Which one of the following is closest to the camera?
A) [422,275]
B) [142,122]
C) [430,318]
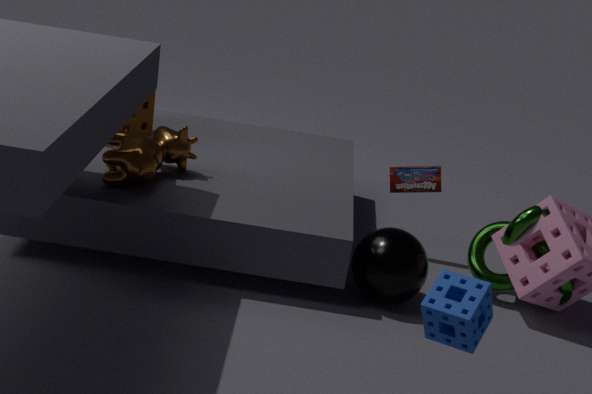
[430,318]
